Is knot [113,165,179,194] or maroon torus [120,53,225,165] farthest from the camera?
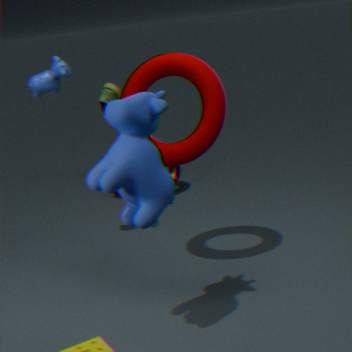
knot [113,165,179,194]
